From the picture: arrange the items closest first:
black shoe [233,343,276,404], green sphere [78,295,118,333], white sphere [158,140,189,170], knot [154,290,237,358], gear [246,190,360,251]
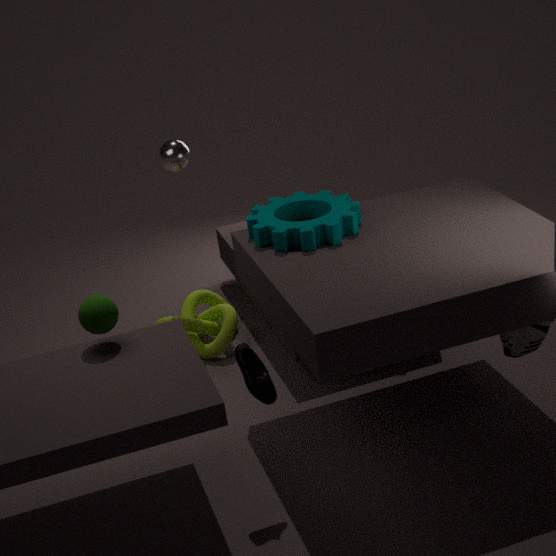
black shoe [233,343,276,404] → green sphere [78,295,118,333] → gear [246,190,360,251] → white sphere [158,140,189,170] → knot [154,290,237,358]
